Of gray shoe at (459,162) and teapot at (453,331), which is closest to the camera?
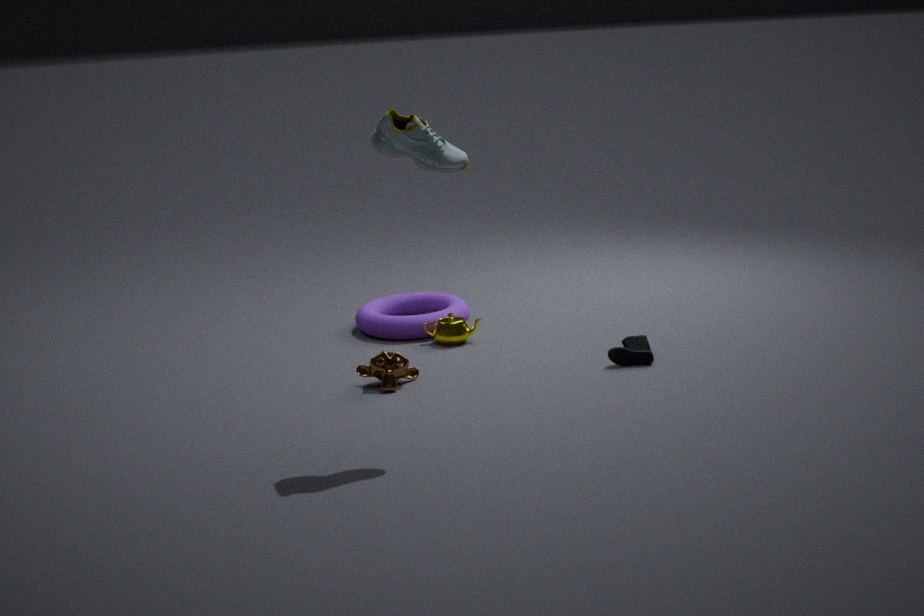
gray shoe at (459,162)
